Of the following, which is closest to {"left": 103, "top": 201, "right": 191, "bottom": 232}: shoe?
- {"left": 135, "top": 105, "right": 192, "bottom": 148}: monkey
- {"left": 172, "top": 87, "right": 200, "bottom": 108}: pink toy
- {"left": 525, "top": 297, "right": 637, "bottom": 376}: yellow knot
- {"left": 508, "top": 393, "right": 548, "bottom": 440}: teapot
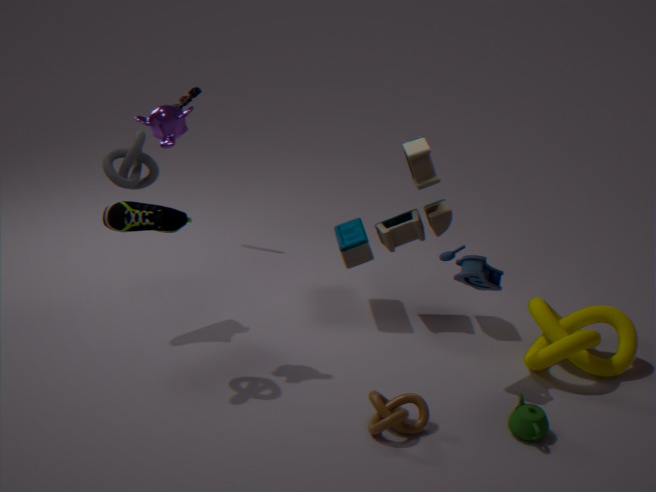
{"left": 135, "top": 105, "right": 192, "bottom": 148}: monkey
